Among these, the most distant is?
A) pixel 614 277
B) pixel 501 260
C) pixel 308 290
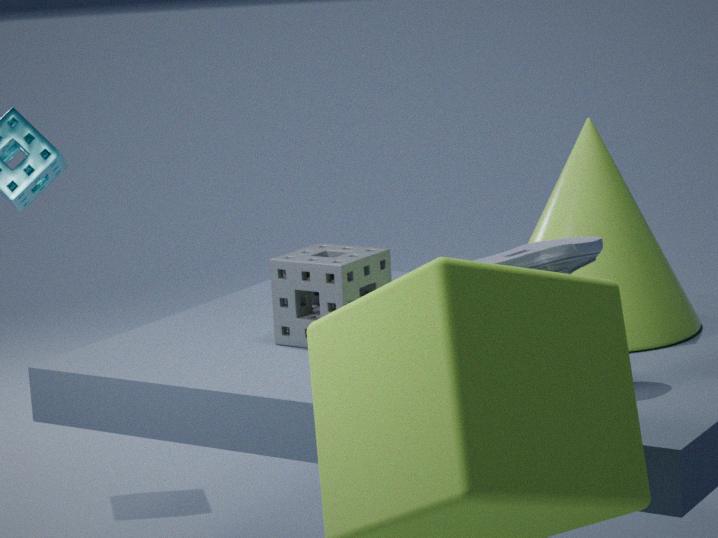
pixel 308 290
